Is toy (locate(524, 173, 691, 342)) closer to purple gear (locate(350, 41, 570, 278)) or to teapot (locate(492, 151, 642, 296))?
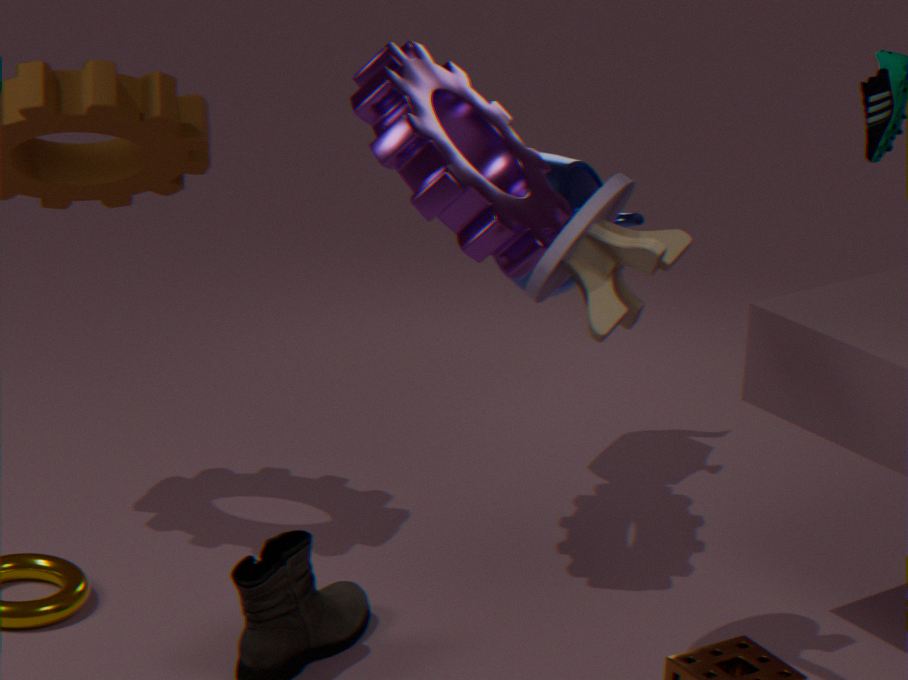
purple gear (locate(350, 41, 570, 278))
